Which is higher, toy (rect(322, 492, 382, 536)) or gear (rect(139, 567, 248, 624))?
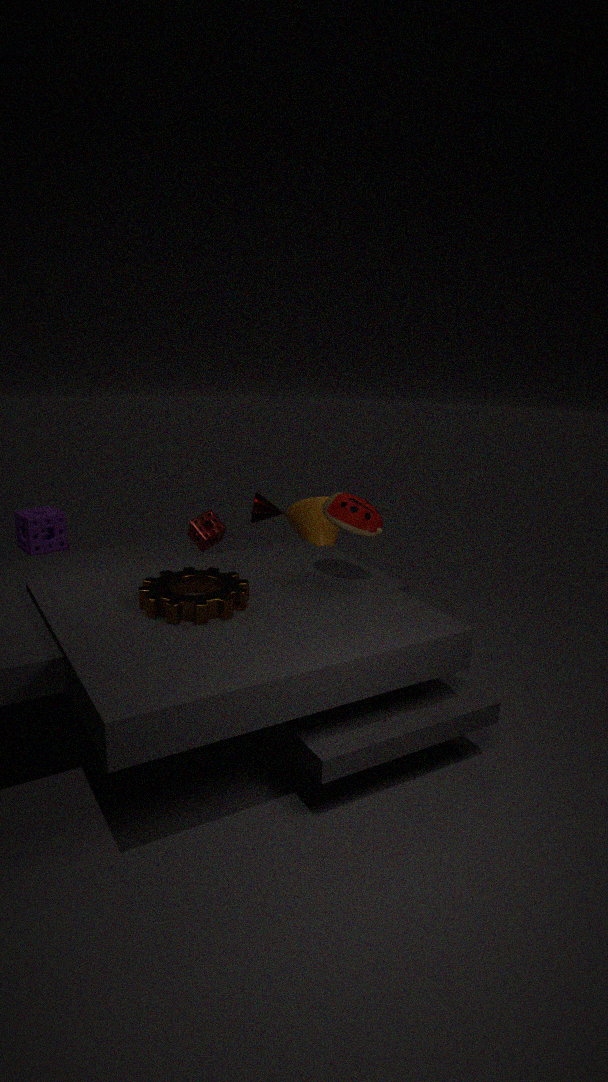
toy (rect(322, 492, 382, 536))
